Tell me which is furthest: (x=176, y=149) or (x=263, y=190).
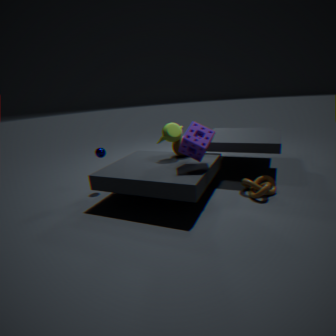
(x=176, y=149)
